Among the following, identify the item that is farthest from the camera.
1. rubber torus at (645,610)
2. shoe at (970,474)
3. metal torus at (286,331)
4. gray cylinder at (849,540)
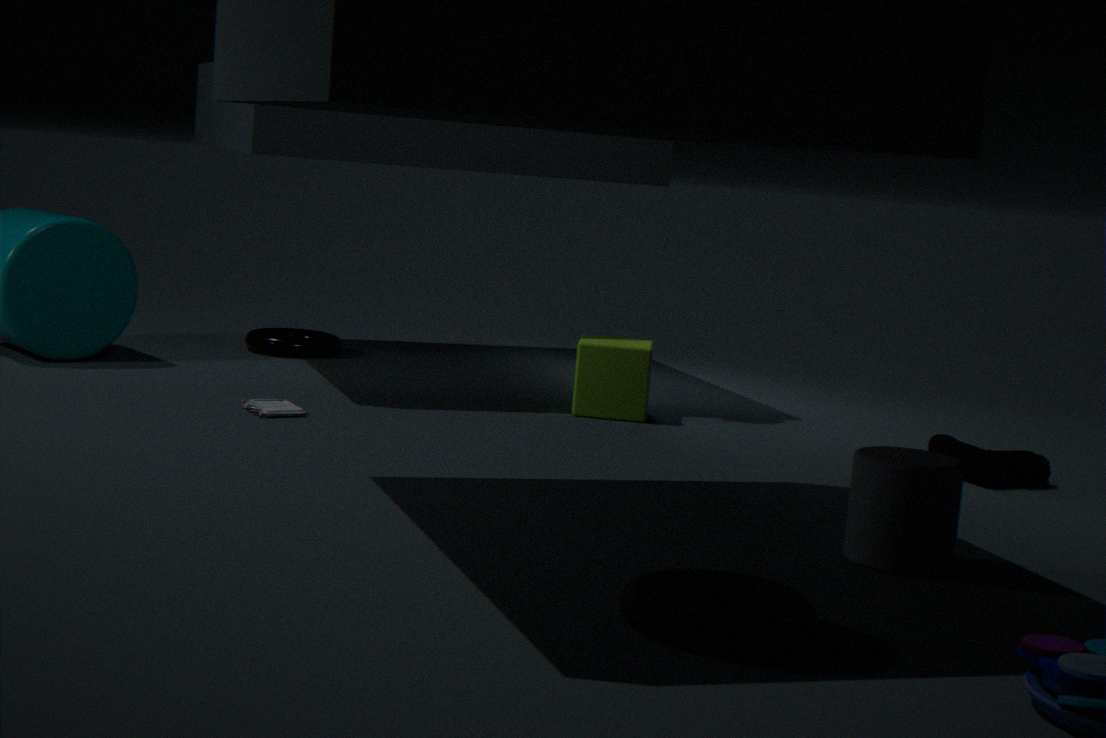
metal torus at (286,331)
